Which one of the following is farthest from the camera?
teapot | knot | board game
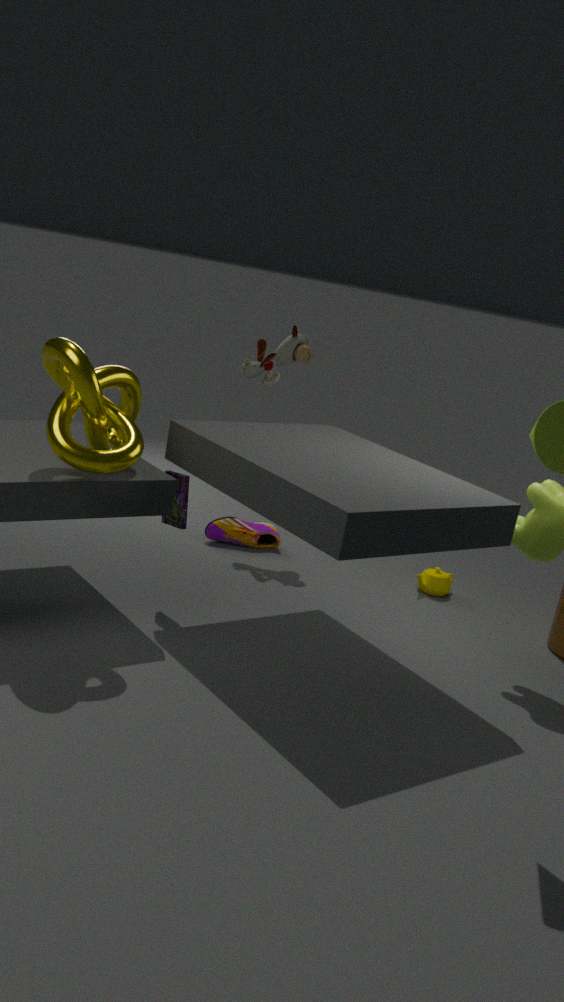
teapot
